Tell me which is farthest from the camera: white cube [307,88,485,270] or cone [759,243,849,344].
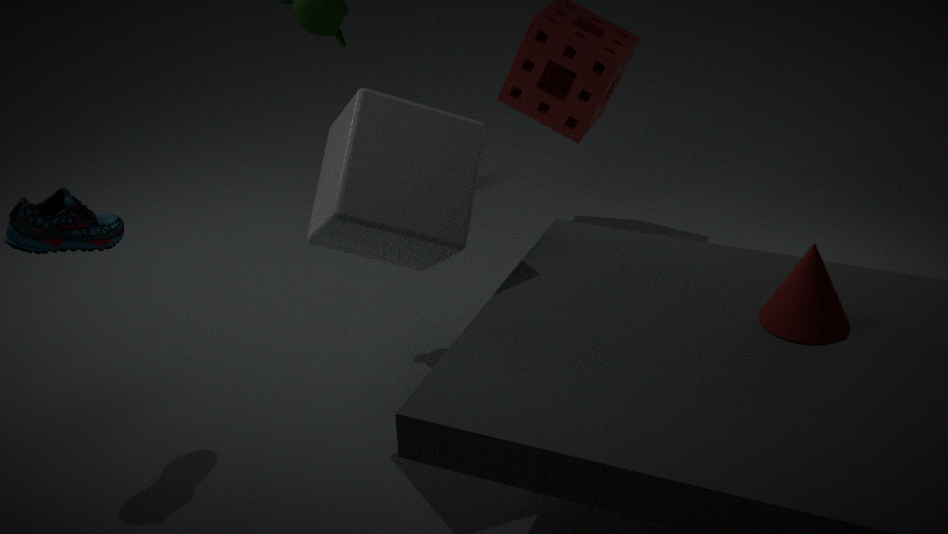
white cube [307,88,485,270]
